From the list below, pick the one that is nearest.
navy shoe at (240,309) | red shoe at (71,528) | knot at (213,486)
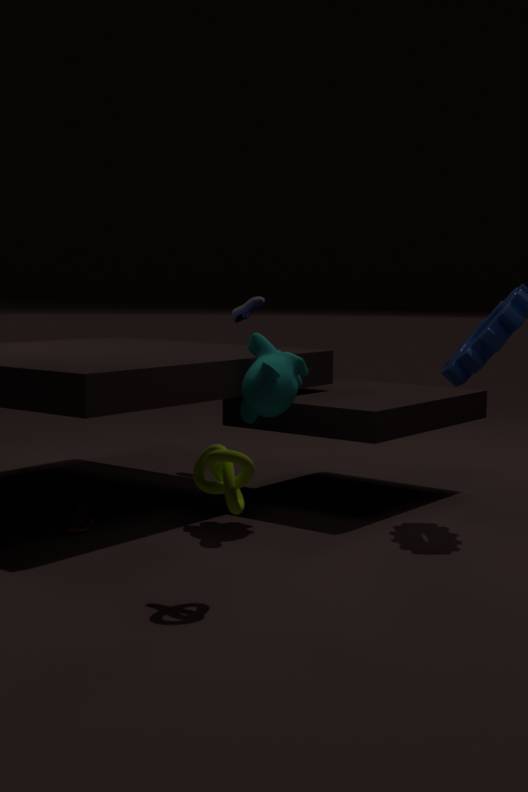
knot at (213,486)
